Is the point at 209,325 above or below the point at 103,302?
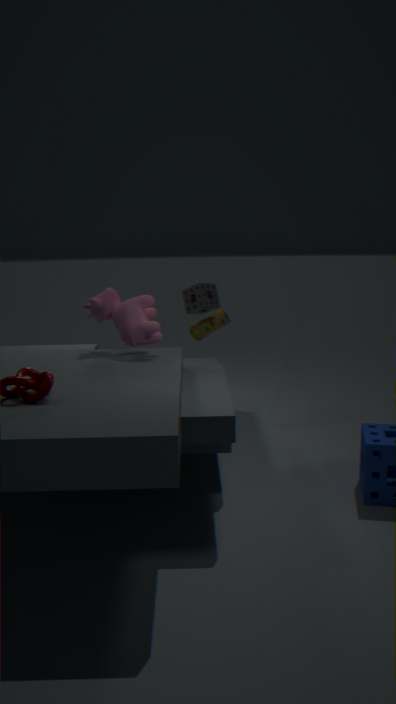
below
